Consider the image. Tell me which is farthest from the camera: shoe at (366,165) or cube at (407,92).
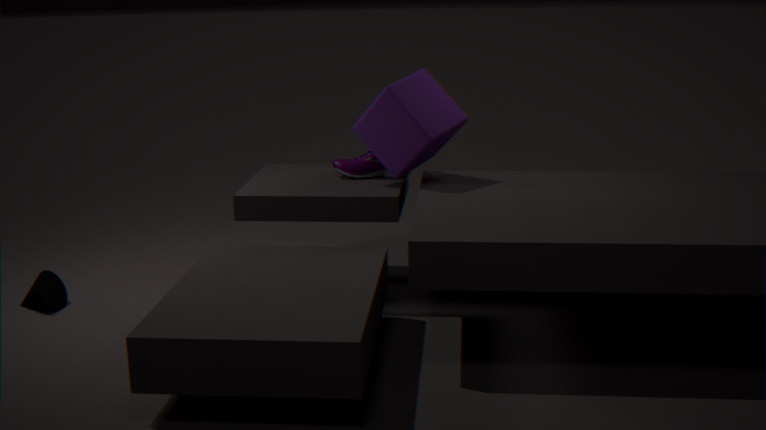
shoe at (366,165)
